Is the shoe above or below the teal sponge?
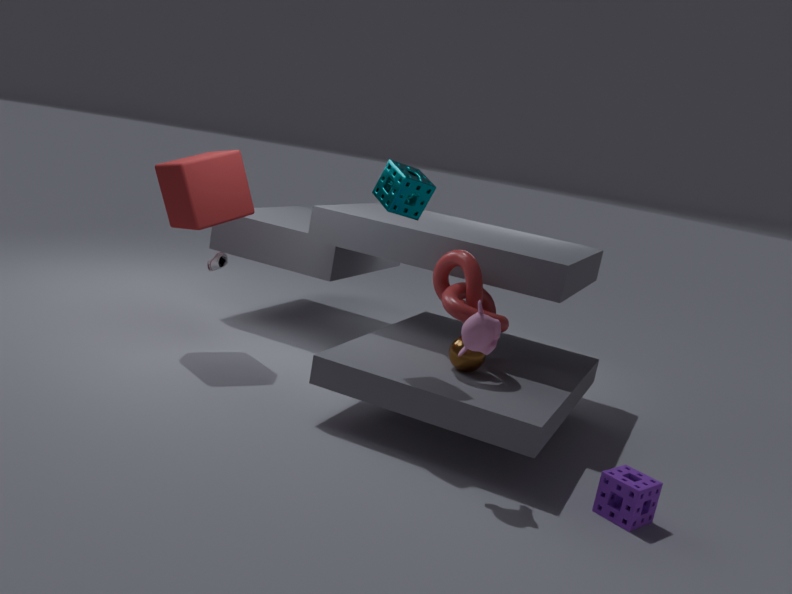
below
